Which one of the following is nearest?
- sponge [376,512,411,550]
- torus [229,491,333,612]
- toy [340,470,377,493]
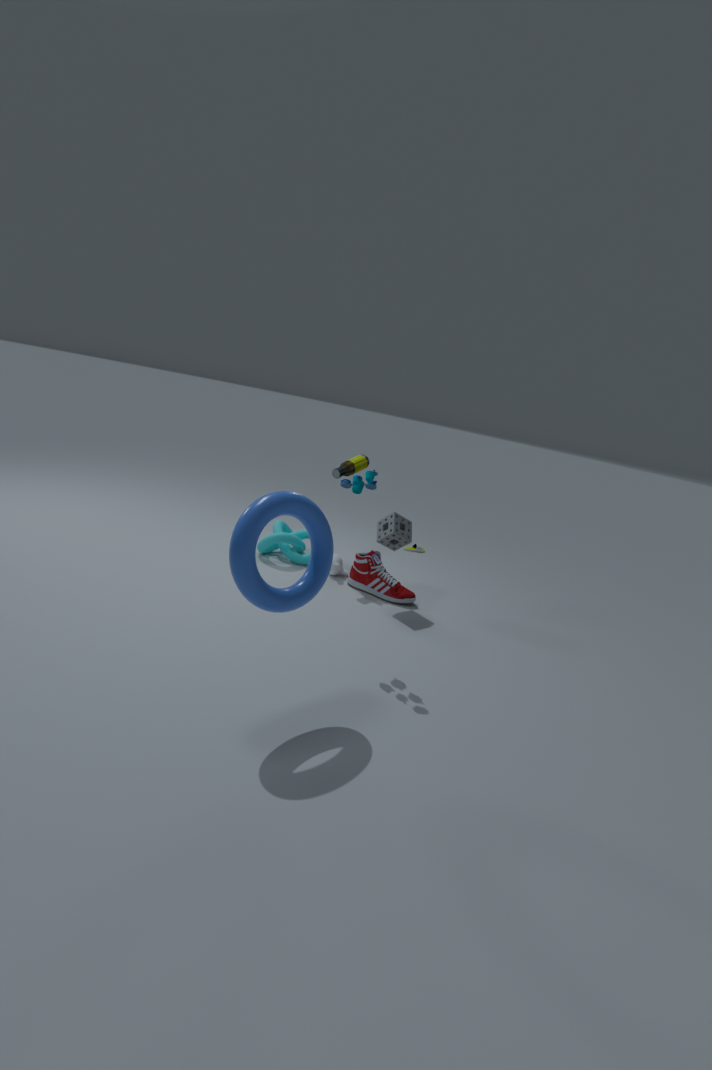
torus [229,491,333,612]
